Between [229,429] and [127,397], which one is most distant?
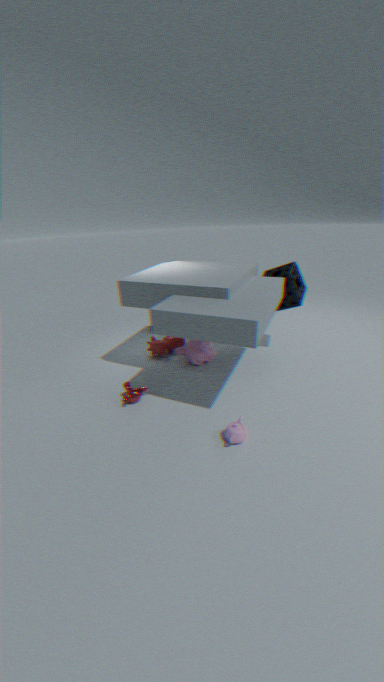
[127,397]
